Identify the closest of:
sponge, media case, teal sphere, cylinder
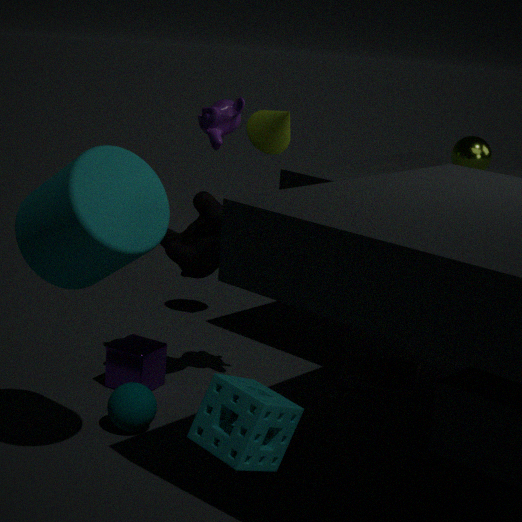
sponge
